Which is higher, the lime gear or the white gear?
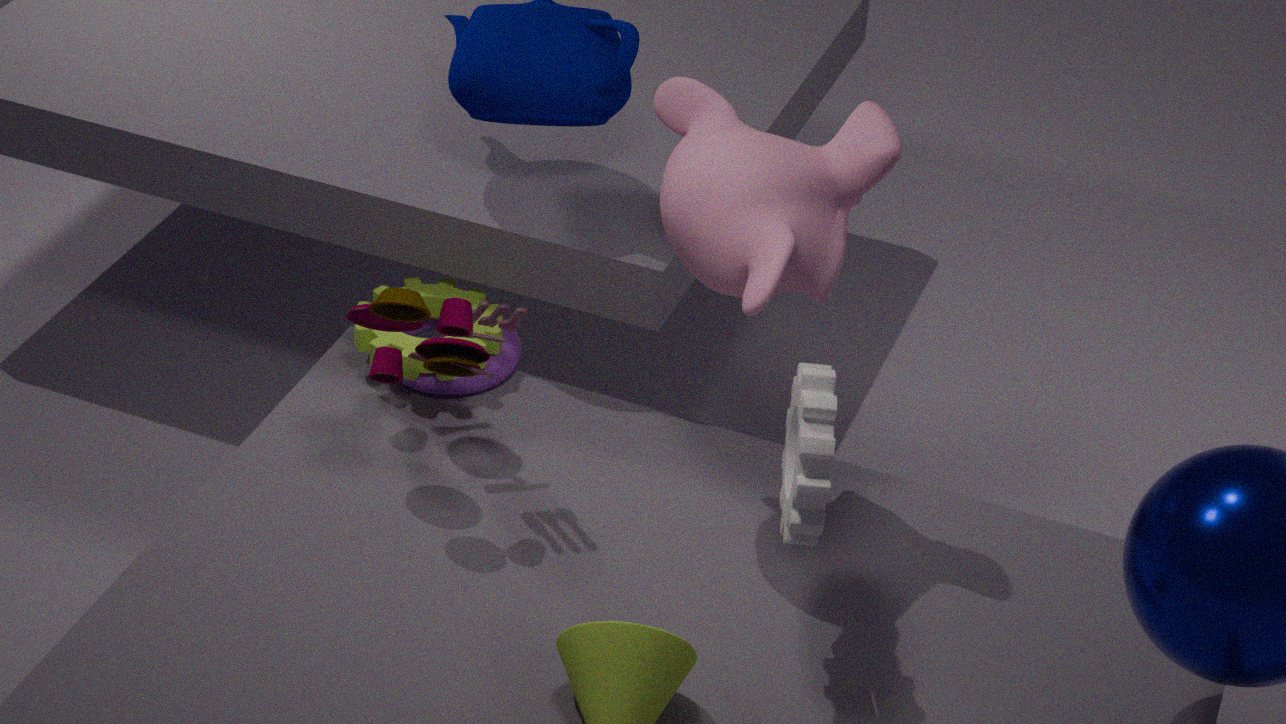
the white gear
